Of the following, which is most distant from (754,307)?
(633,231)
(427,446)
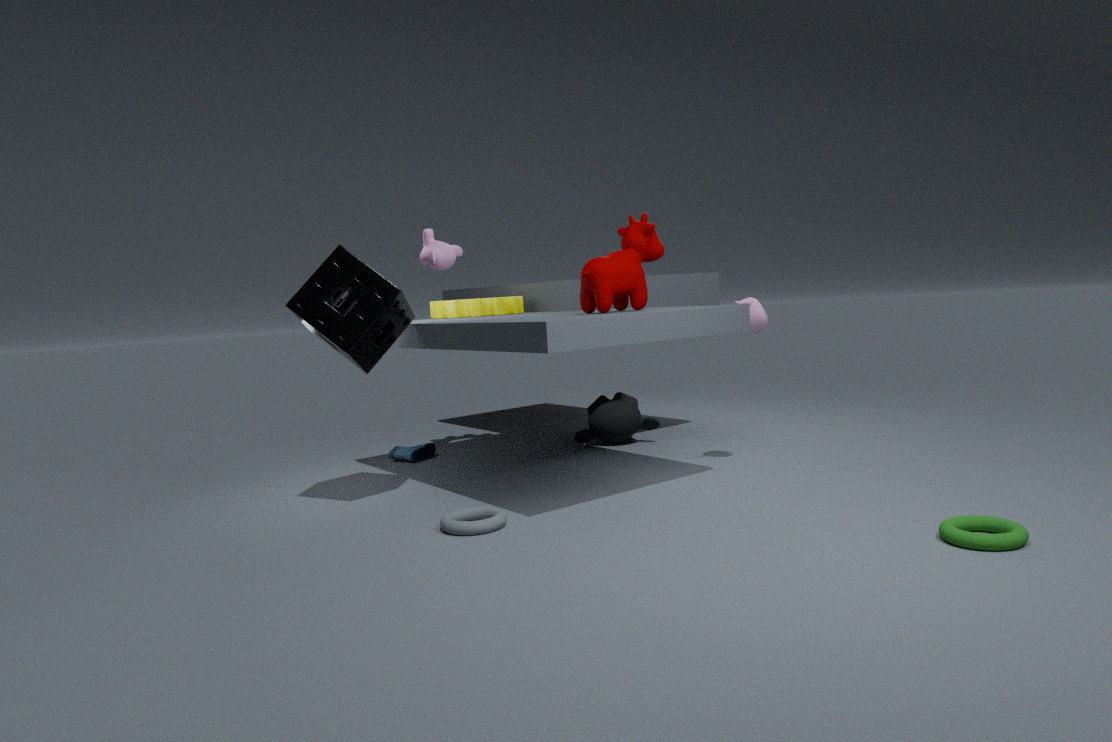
(427,446)
